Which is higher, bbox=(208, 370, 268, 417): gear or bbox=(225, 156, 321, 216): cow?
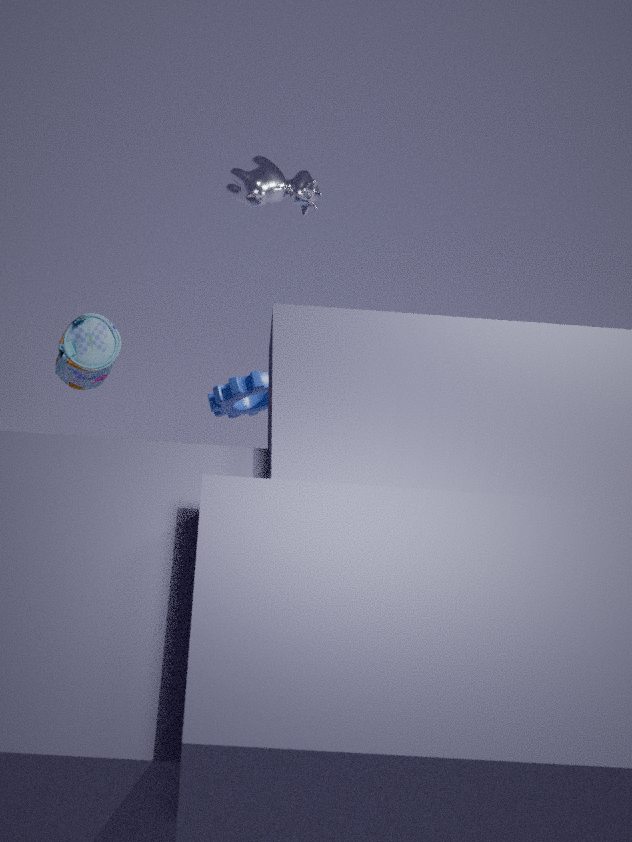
bbox=(225, 156, 321, 216): cow
